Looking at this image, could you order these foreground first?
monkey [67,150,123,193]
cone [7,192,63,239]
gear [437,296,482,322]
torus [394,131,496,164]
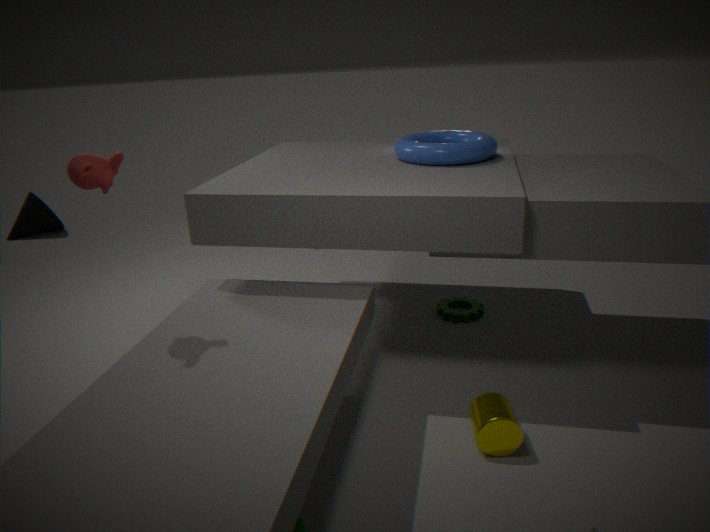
1. monkey [67,150,123,193]
2. torus [394,131,496,164]
3. gear [437,296,482,322]
4. cone [7,192,63,239]
